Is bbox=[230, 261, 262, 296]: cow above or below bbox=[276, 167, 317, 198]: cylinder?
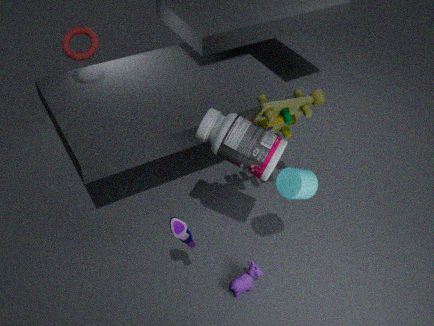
below
